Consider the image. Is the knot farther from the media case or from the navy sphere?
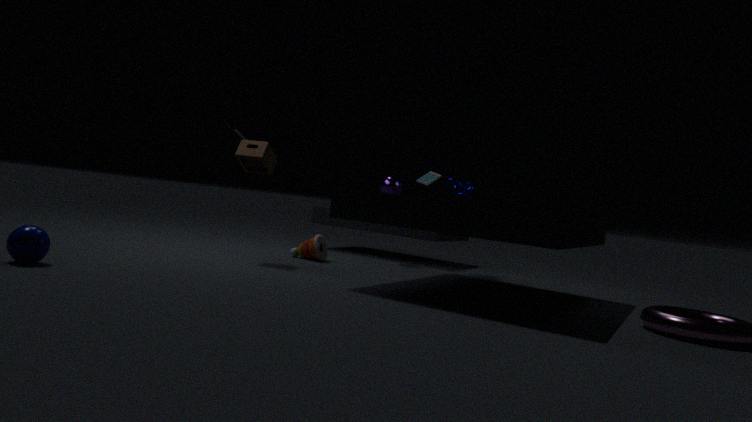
the navy sphere
